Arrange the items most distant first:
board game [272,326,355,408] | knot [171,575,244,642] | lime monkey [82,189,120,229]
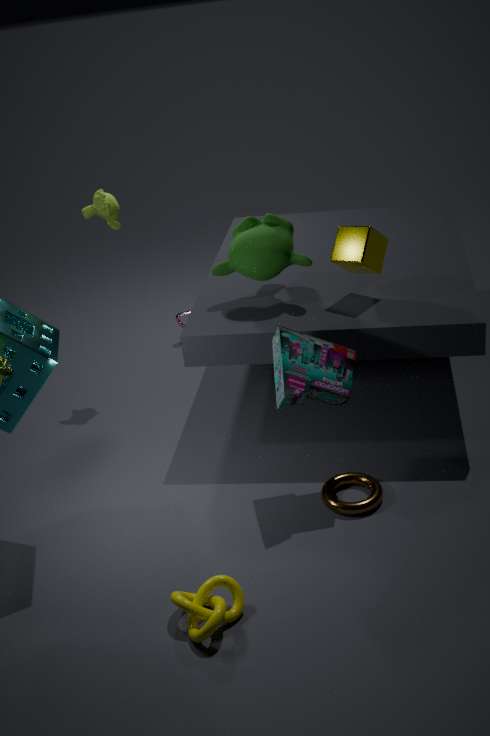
lime monkey [82,189,120,229], board game [272,326,355,408], knot [171,575,244,642]
